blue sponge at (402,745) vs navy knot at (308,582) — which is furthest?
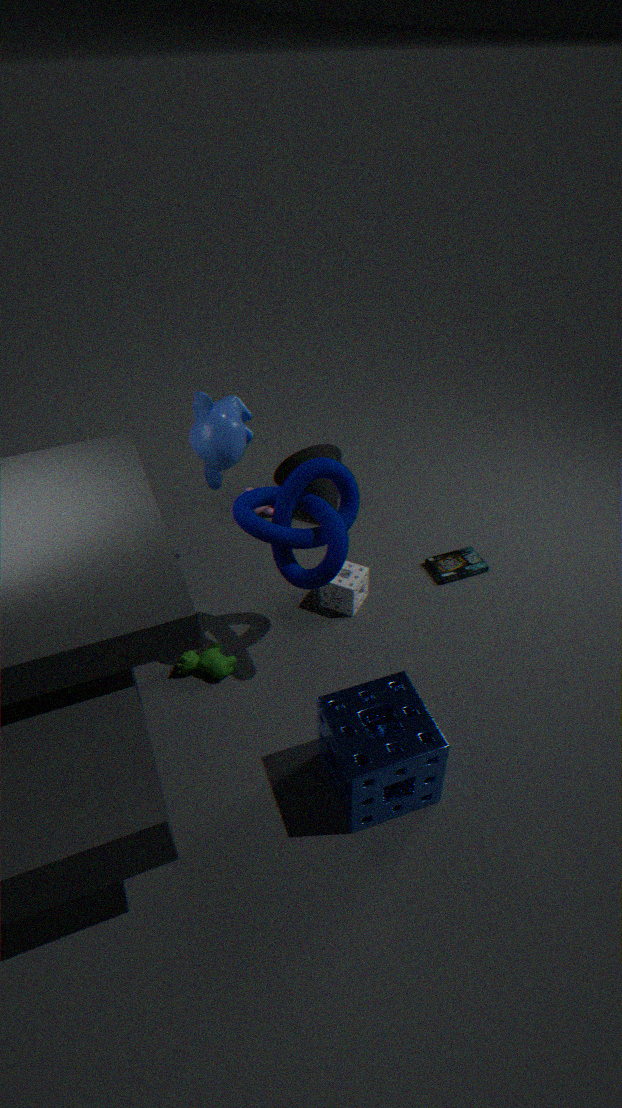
navy knot at (308,582)
